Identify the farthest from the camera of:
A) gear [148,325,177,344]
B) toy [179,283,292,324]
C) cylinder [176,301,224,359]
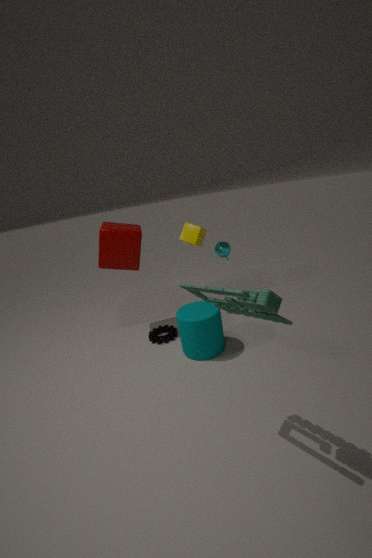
gear [148,325,177,344]
